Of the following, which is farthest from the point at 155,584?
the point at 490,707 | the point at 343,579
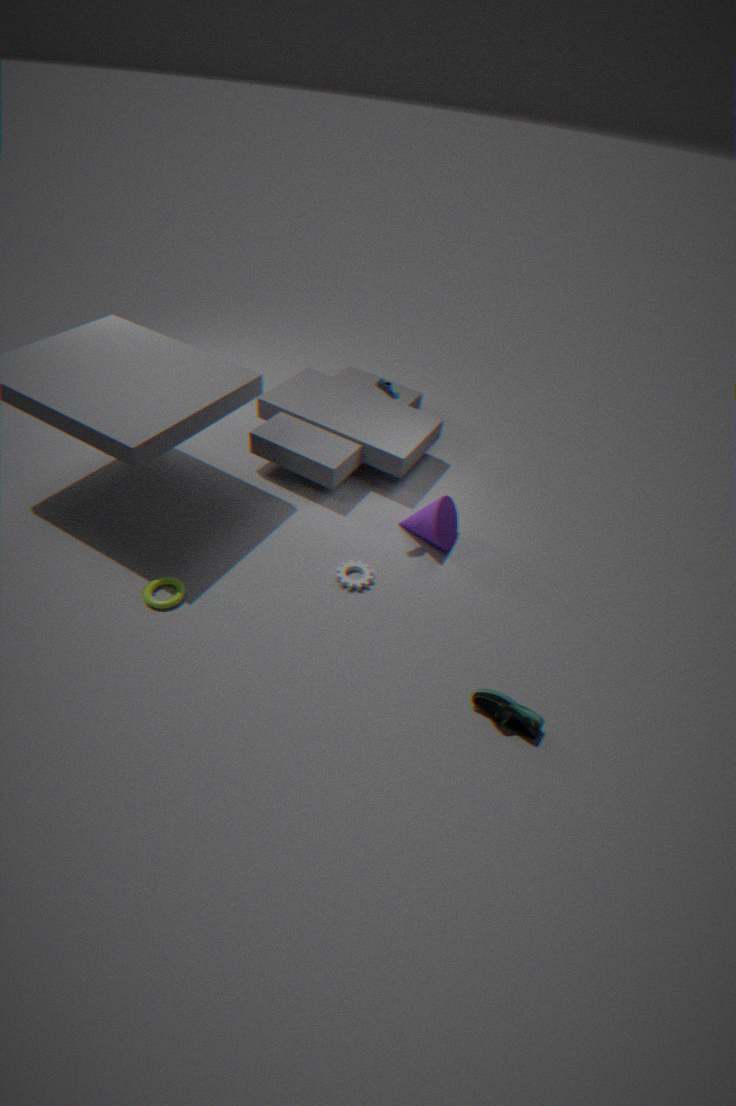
the point at 490,707
